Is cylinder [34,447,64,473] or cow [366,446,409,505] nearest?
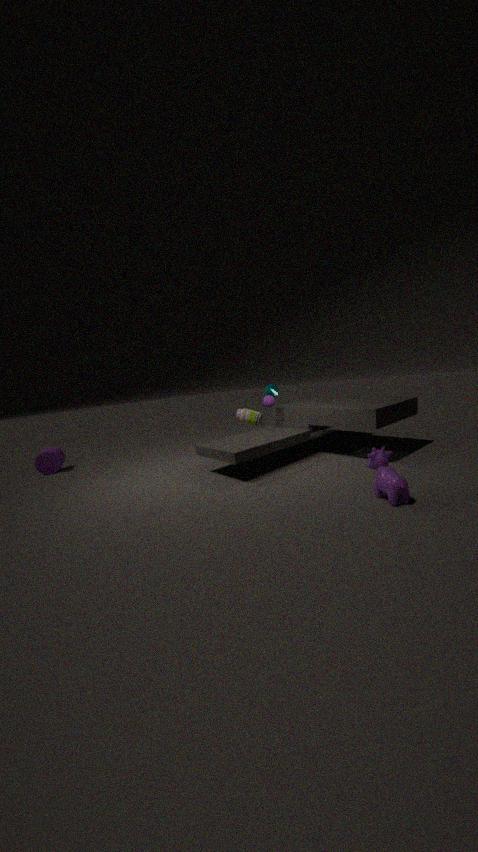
cow [366,446,409,505]
